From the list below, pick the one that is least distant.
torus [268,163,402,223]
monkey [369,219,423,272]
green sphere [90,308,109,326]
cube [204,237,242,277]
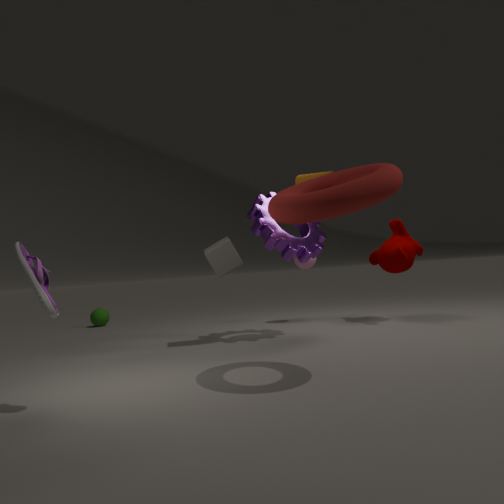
torus [268,163,402,223]
